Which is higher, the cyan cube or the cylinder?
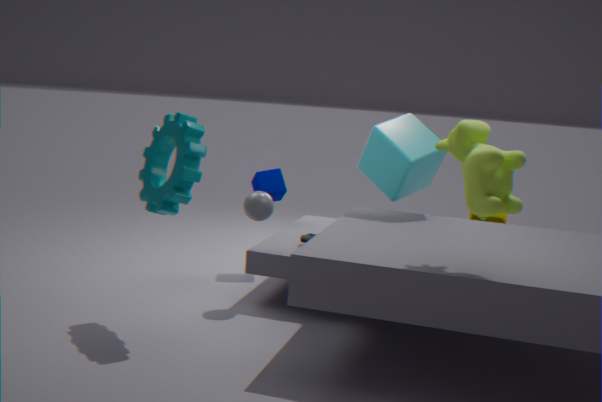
the cyan cube
